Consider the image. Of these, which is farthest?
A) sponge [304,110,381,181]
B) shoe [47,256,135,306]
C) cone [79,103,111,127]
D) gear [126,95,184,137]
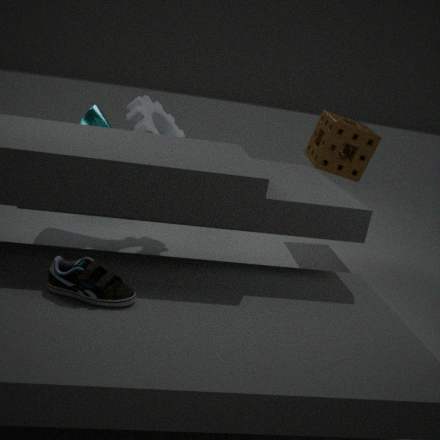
sponge [304,110,381,181]
